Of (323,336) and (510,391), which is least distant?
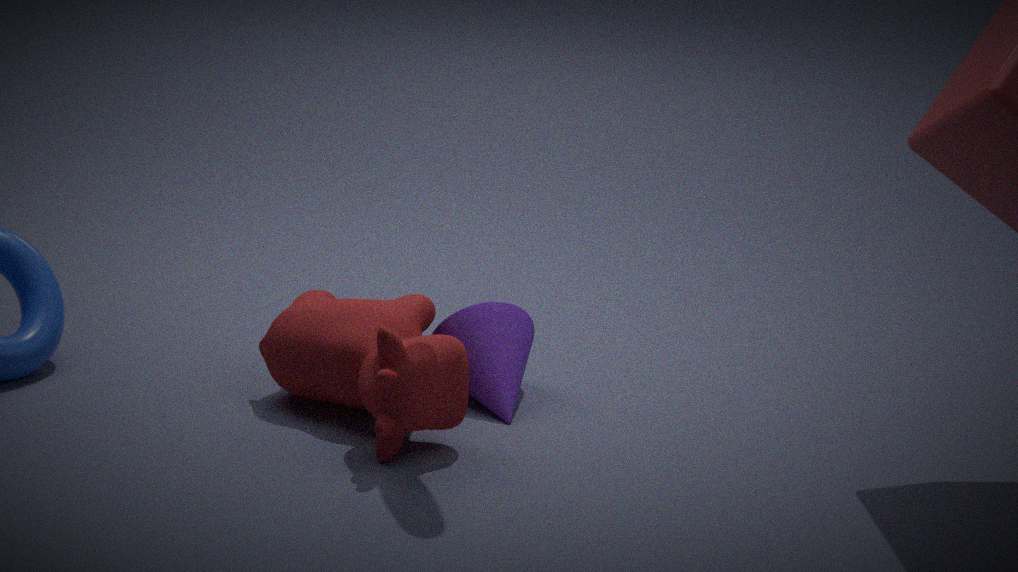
(323,336)
